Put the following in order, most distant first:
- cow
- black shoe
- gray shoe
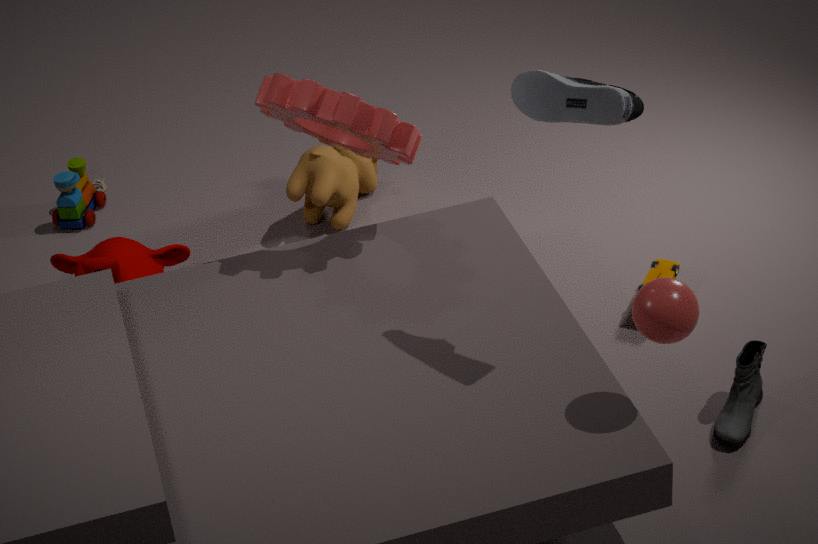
cow
black shoe
gray shoe
